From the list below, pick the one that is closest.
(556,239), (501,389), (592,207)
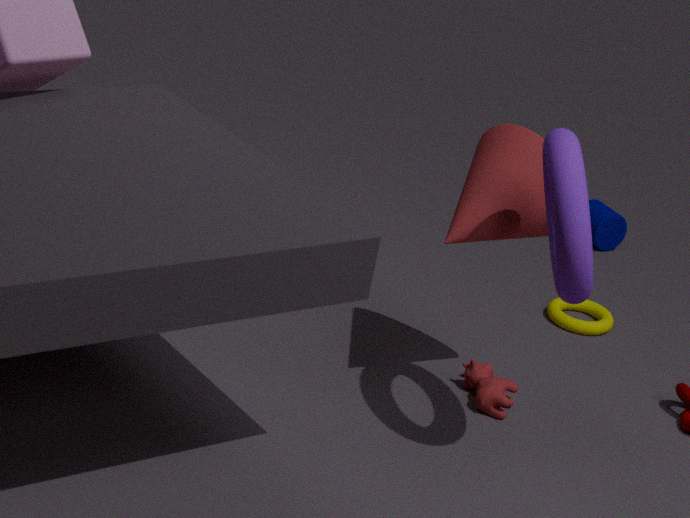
(556,239)
